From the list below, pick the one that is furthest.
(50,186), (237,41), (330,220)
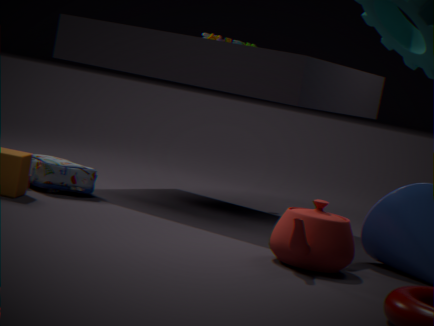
(237,41)
